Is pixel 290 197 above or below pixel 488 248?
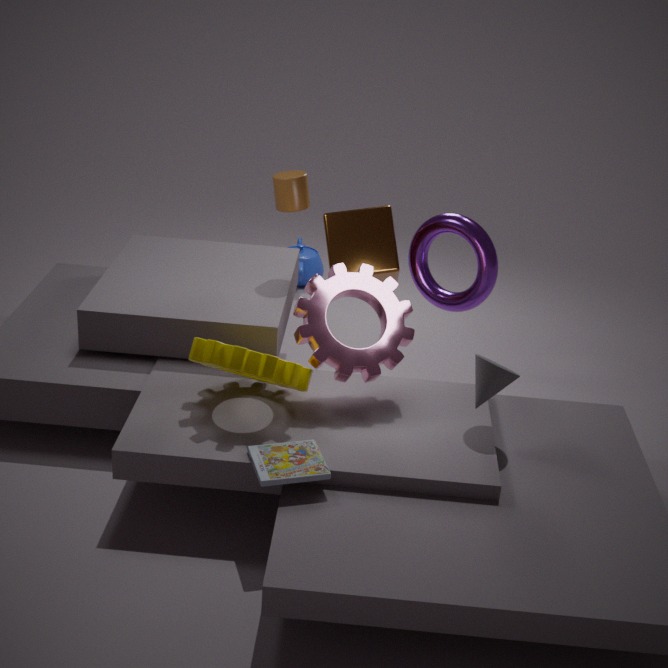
above
